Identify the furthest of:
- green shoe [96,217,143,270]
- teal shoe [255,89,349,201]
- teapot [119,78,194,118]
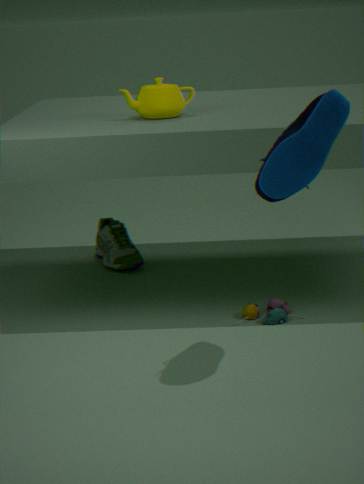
green shoe [96,217,143,270]
